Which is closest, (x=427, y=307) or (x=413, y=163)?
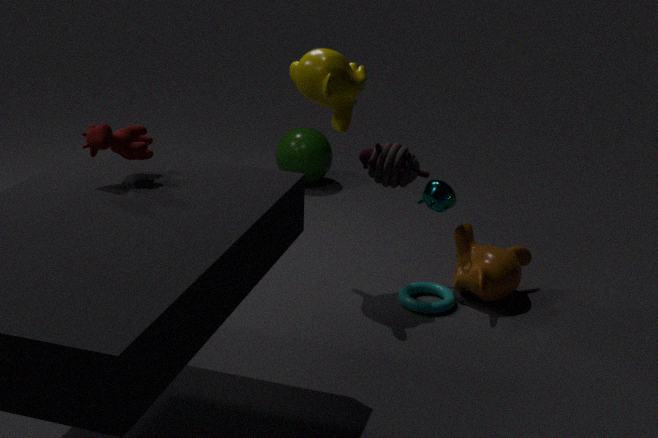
(x=413, y=163)
